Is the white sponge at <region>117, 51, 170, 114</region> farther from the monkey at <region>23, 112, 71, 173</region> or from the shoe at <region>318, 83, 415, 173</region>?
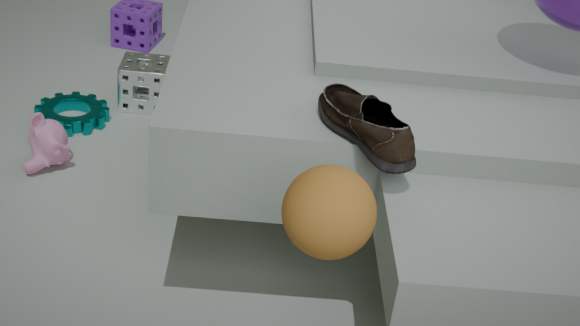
the shoe at <region>318, 83, 415, 173</region>
